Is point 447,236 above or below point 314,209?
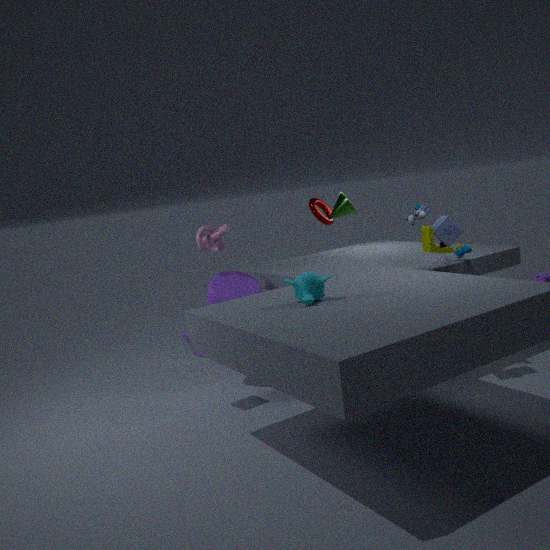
below
